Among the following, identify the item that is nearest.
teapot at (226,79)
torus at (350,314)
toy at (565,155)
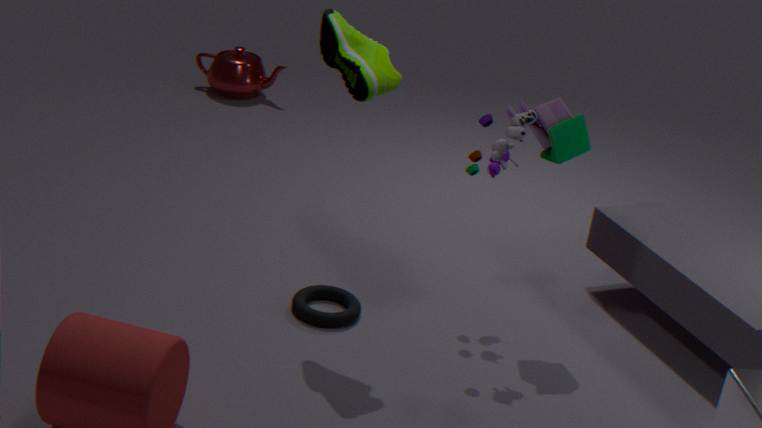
toy at (565,155)
